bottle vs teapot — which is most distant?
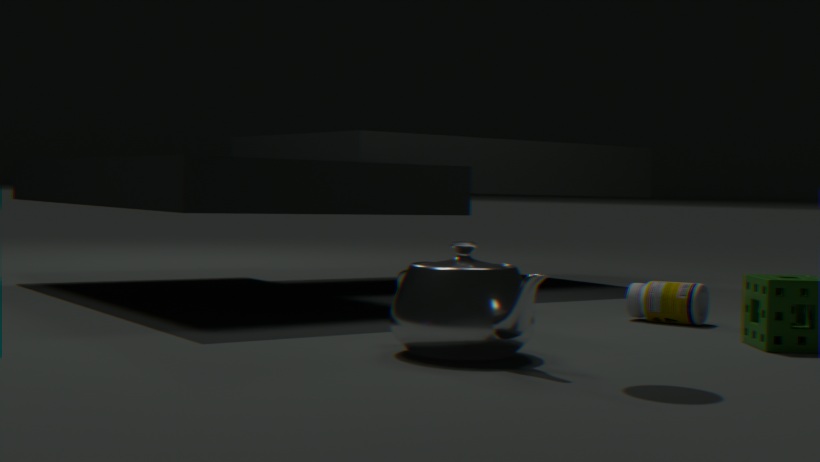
bottle
